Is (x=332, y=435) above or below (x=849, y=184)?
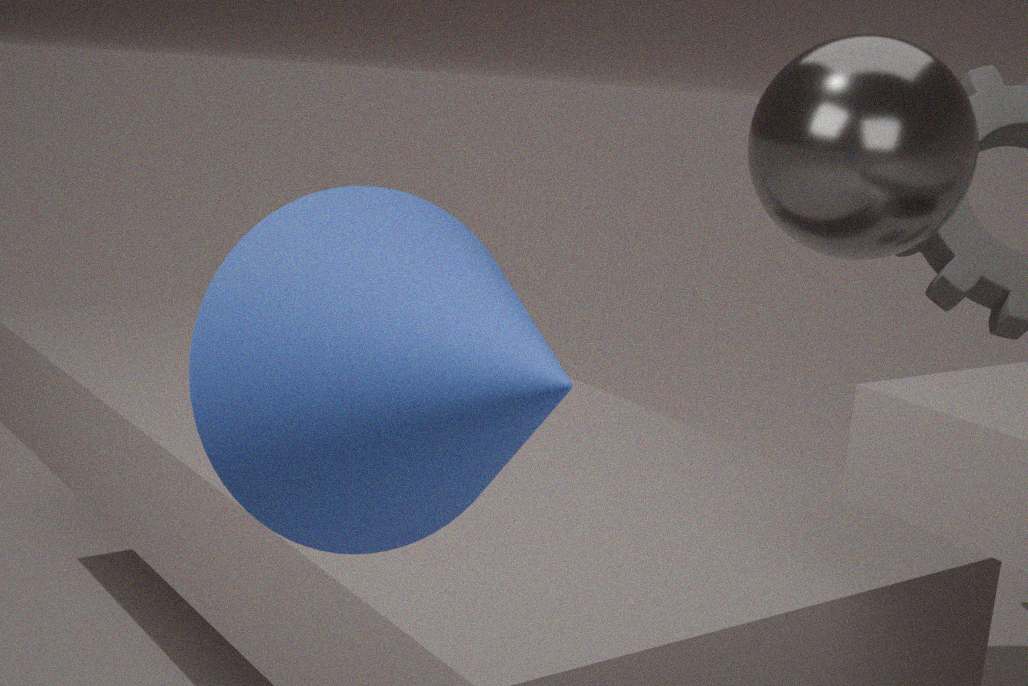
below
